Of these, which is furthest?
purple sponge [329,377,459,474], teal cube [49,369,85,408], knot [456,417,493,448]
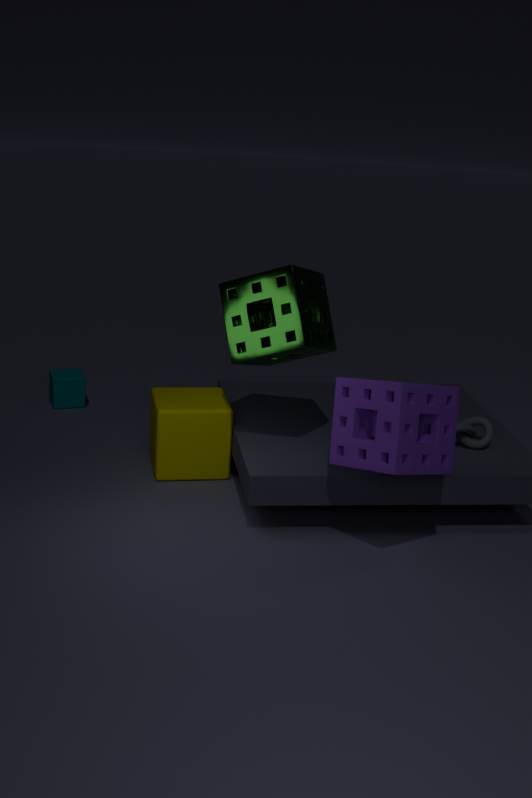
teal cube [49,369,85,408]
